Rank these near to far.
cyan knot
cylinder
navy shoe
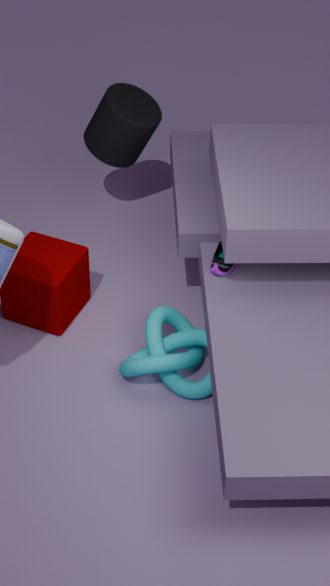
cyan knot
navy shoe
cylinder
